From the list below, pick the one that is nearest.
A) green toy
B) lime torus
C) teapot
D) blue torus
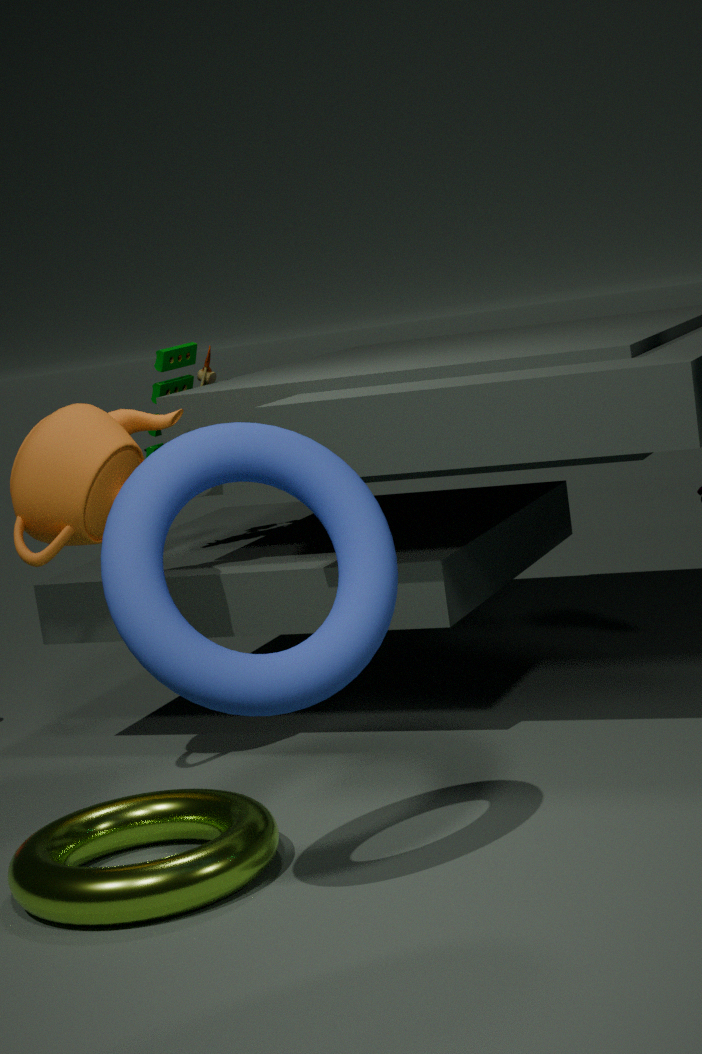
blue torus
